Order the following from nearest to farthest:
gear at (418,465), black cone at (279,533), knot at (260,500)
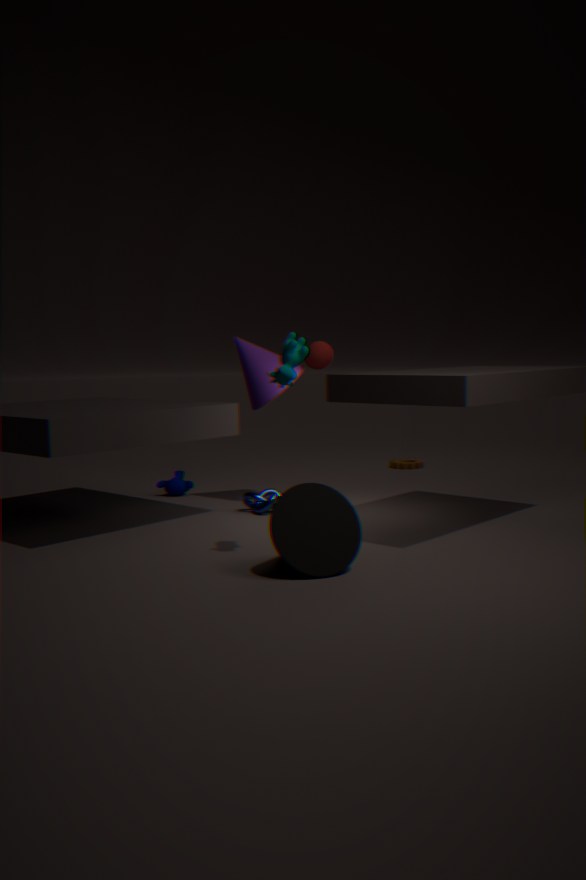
1. black cone at (279,533)
2. knot at (260,500)
3. gear at (418,465)
